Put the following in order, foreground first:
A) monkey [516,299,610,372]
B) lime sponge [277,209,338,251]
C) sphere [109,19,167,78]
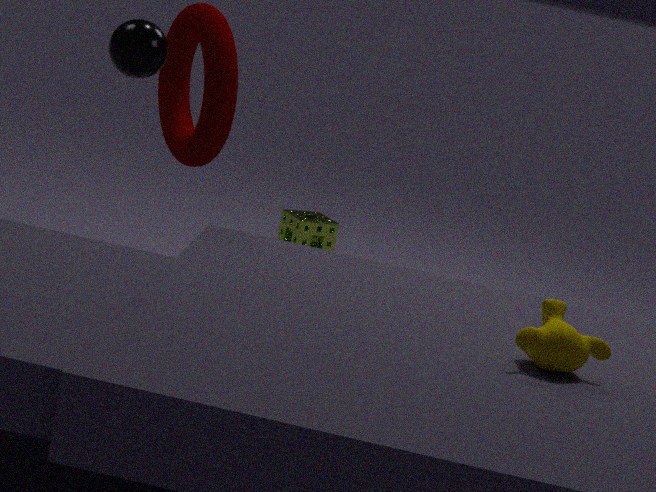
1. monkey [516,299,610,372]
2. sphere [109,19,167,78]
3. lime sponge [277,209,338,251]
